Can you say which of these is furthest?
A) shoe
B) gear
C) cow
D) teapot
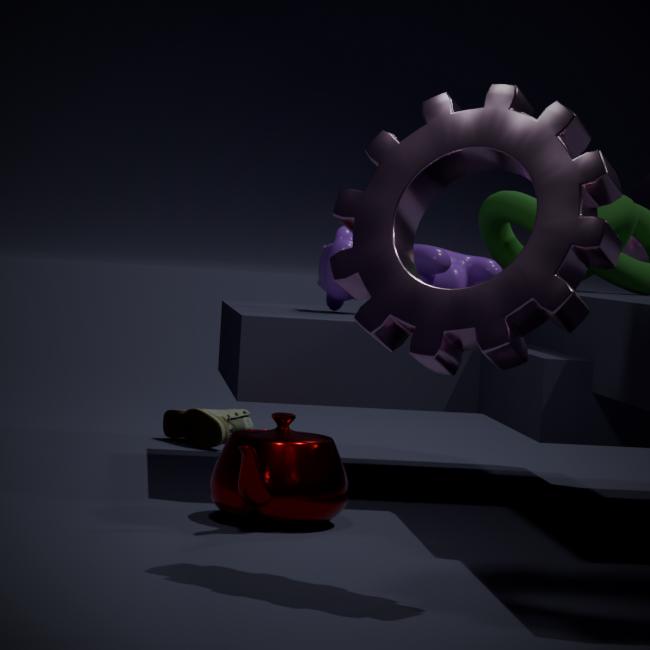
shoe
